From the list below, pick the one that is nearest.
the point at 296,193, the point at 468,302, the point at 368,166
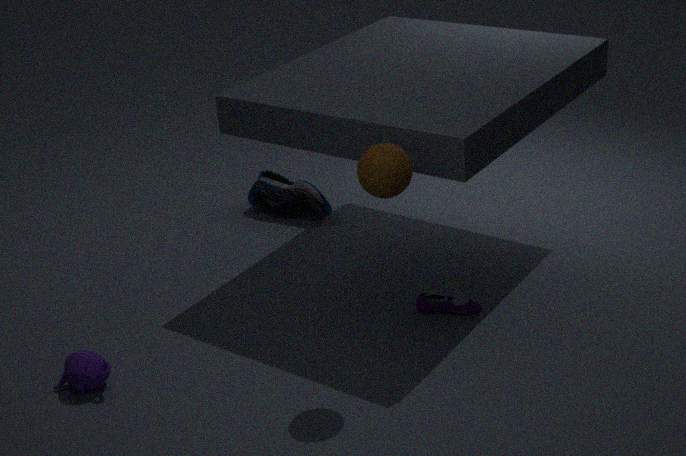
the point at 368,166
